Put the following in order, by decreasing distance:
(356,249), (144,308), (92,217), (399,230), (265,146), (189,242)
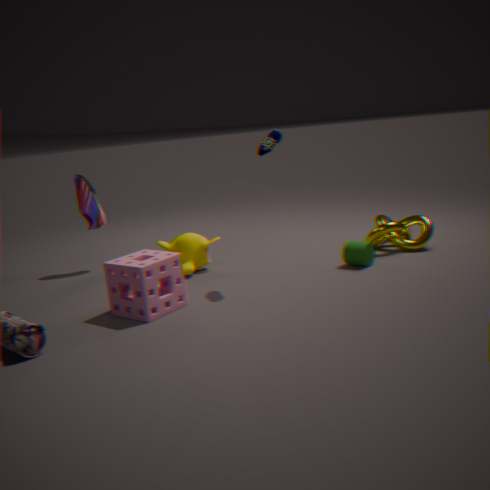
(92,217) < (399,230) < (189,242) < (356,249) < (265,146) < (144,308)
